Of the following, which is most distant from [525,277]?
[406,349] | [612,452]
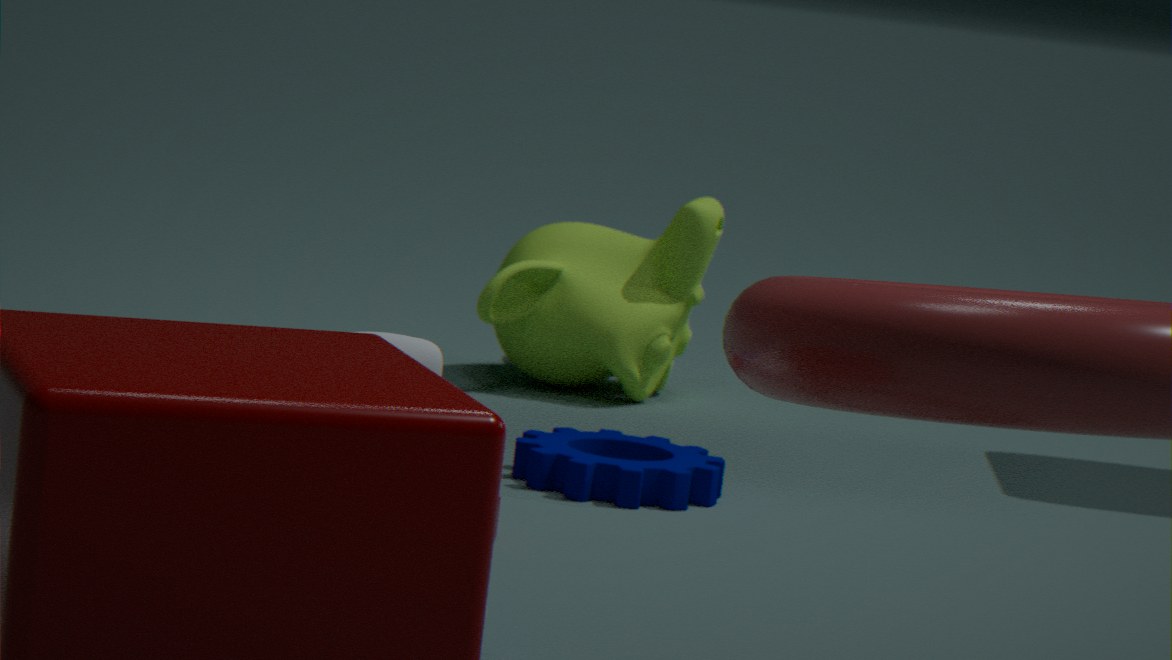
[406,349]
